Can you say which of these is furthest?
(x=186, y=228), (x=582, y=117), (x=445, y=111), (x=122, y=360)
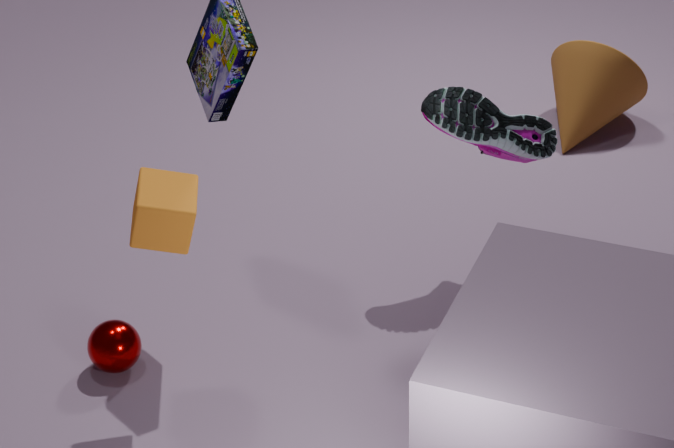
(x=582, y=117)
